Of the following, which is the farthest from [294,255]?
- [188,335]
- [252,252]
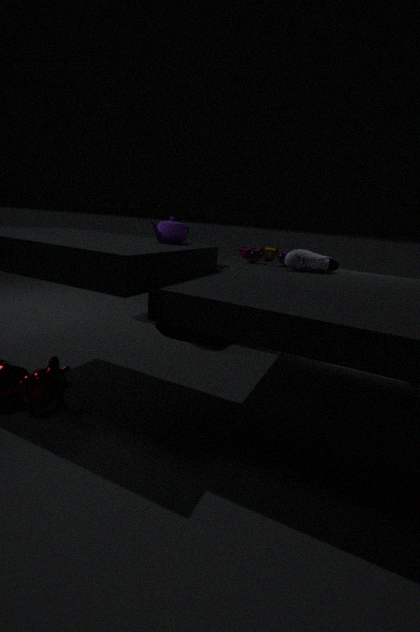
[188,335]
